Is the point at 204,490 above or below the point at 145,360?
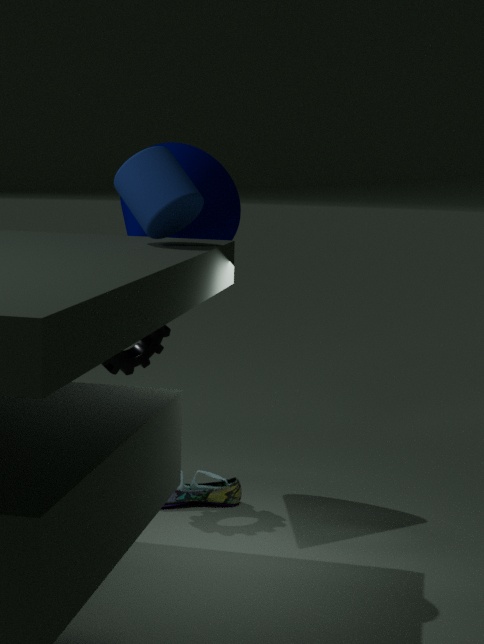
below
